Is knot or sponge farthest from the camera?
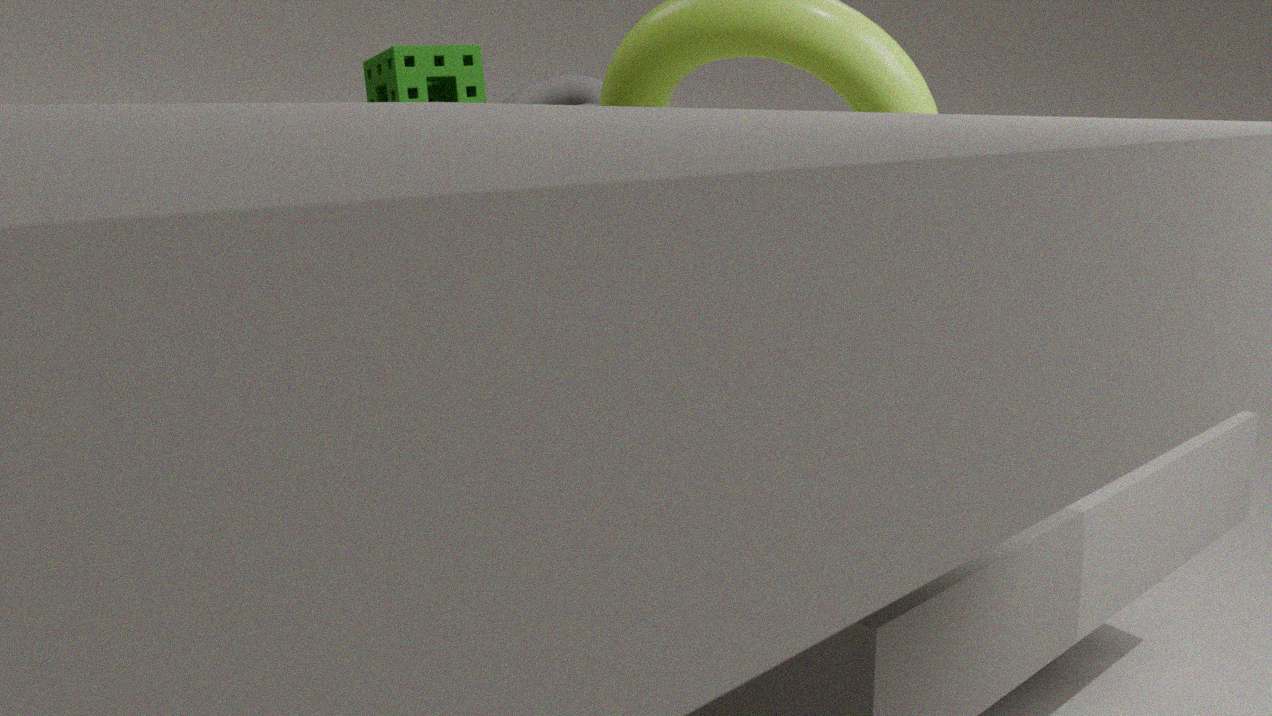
knot
